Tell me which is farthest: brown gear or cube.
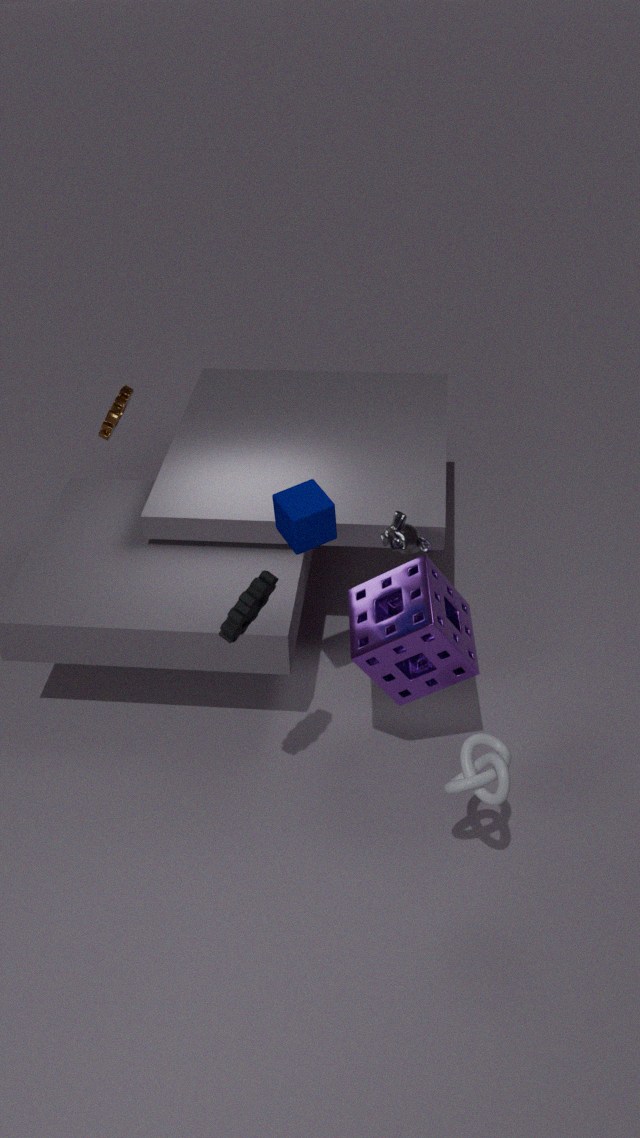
brown gear
